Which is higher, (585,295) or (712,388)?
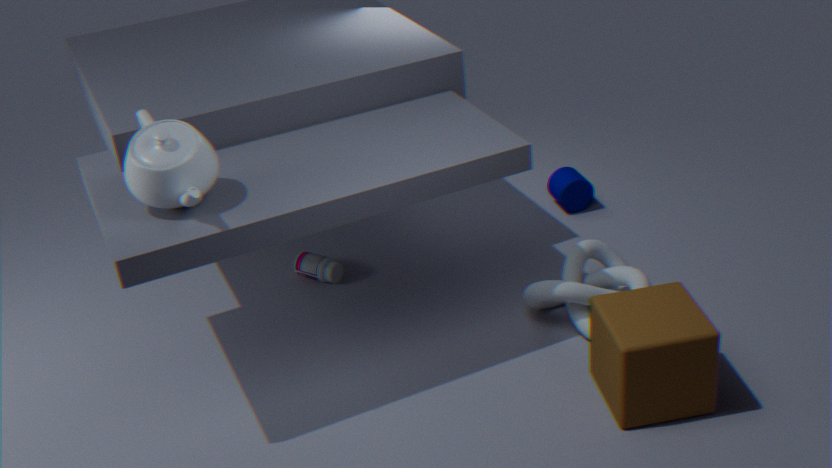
(712,388)
